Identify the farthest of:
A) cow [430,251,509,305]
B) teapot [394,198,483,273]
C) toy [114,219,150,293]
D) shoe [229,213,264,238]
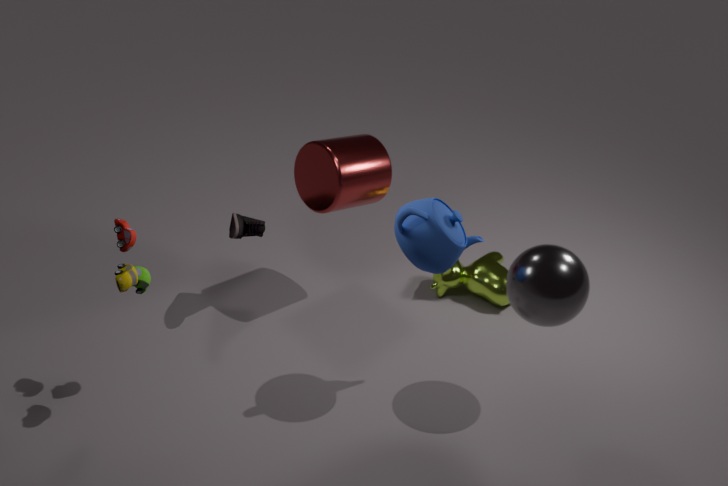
cow [430,251,509,305]
